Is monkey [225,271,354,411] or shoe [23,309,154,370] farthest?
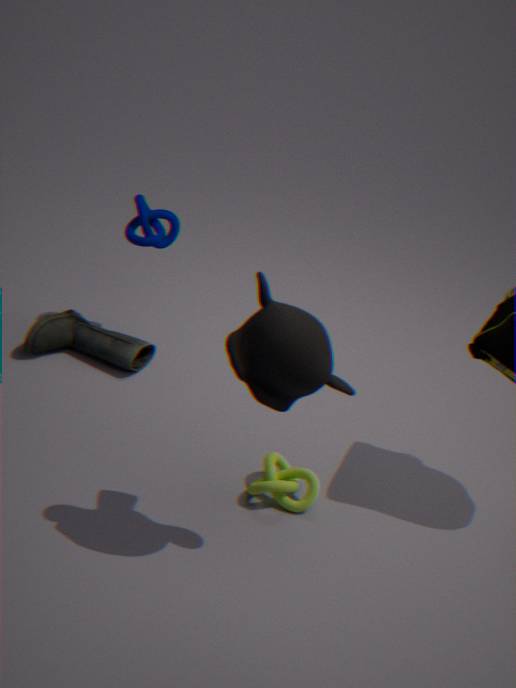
shoe [23,309,154,370]
